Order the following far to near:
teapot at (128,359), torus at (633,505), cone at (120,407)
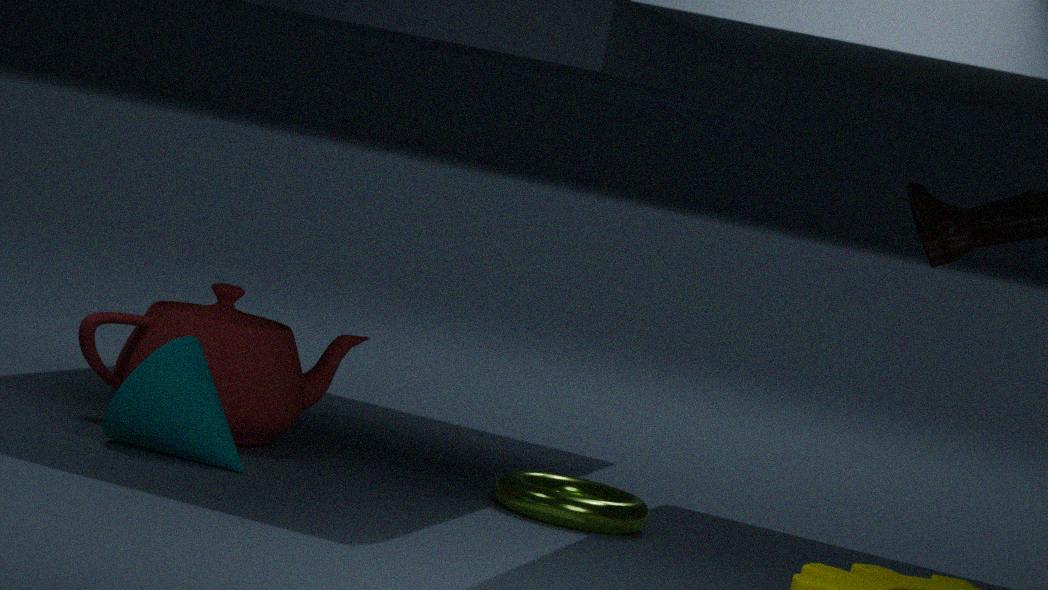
teapot at (128,359), torus at (633,505), cone at (120,407)
